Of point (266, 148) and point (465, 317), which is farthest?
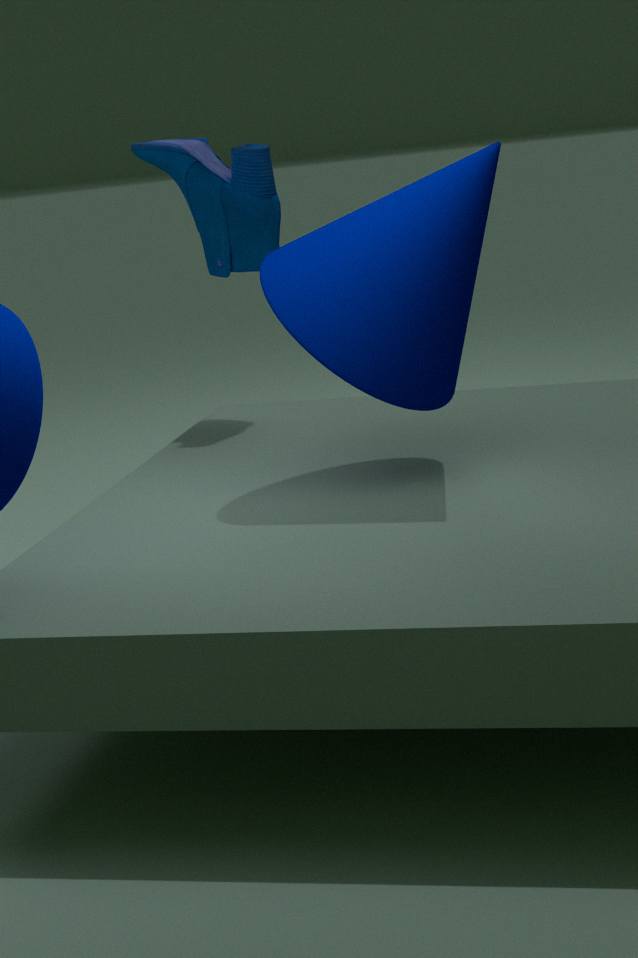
point (266, 148)
